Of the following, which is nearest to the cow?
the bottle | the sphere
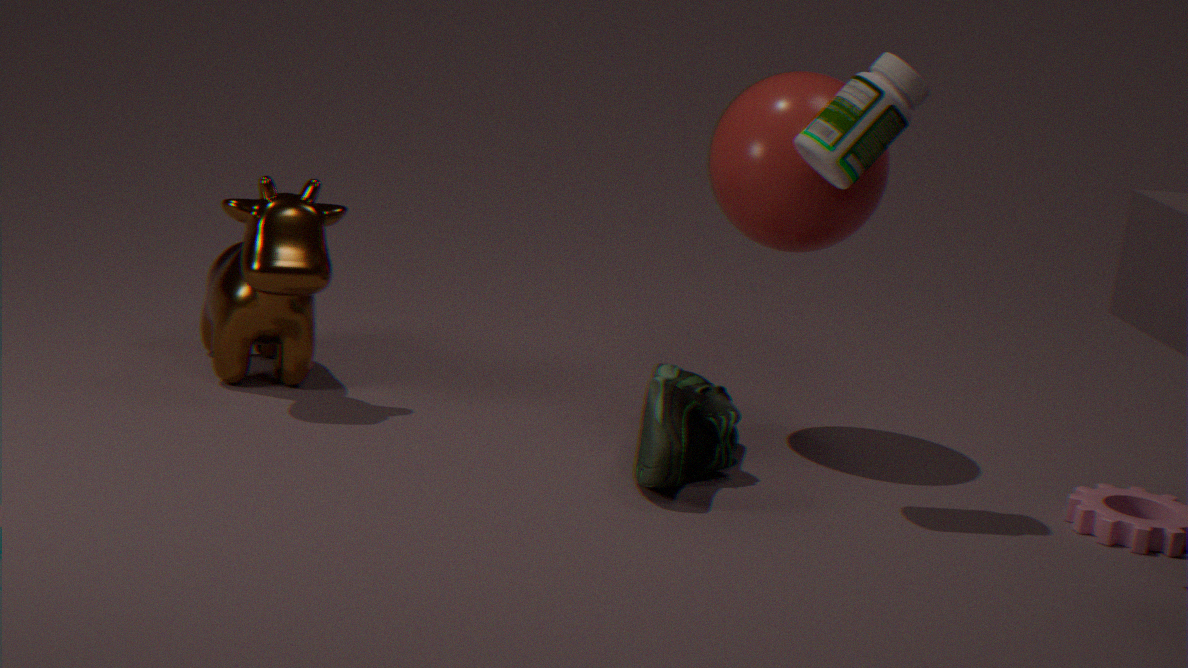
the sphere
